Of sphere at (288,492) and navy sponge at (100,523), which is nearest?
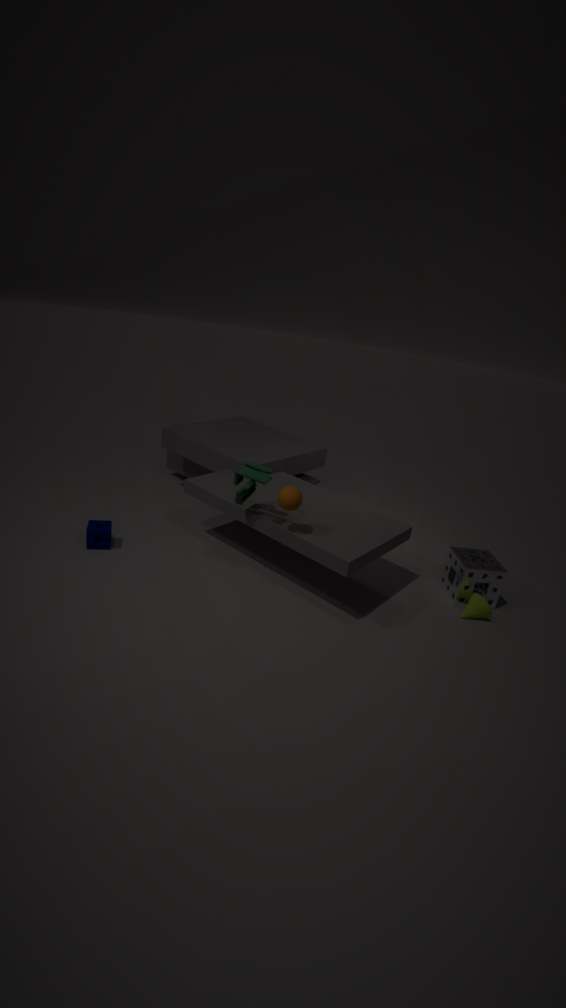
sphere at (288,492)
